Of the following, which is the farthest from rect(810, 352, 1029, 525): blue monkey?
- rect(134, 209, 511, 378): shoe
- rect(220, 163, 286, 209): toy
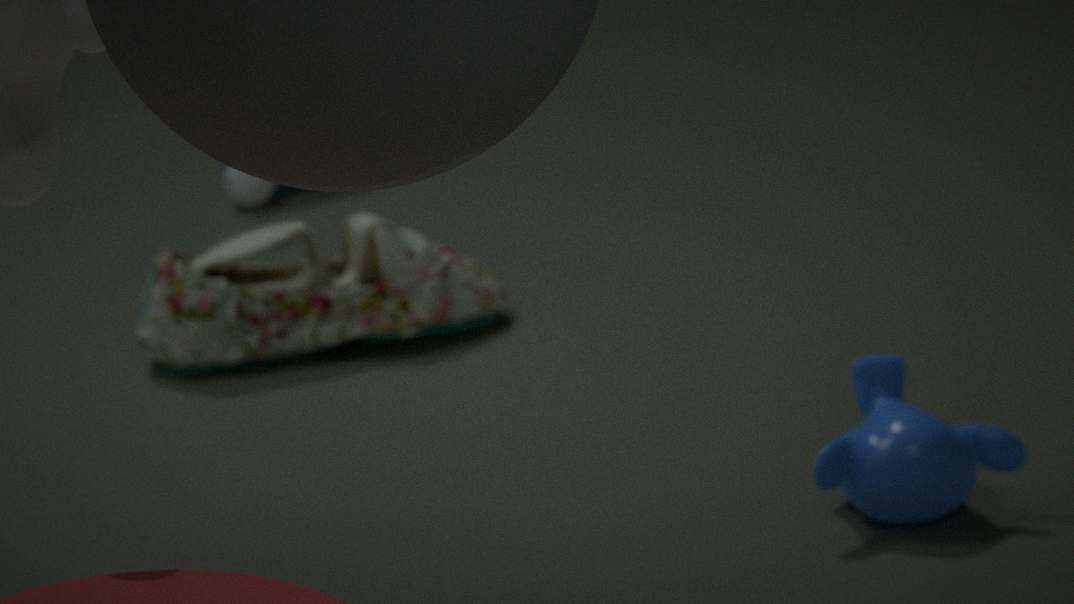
rect(220, 163, 286, 209): toy
